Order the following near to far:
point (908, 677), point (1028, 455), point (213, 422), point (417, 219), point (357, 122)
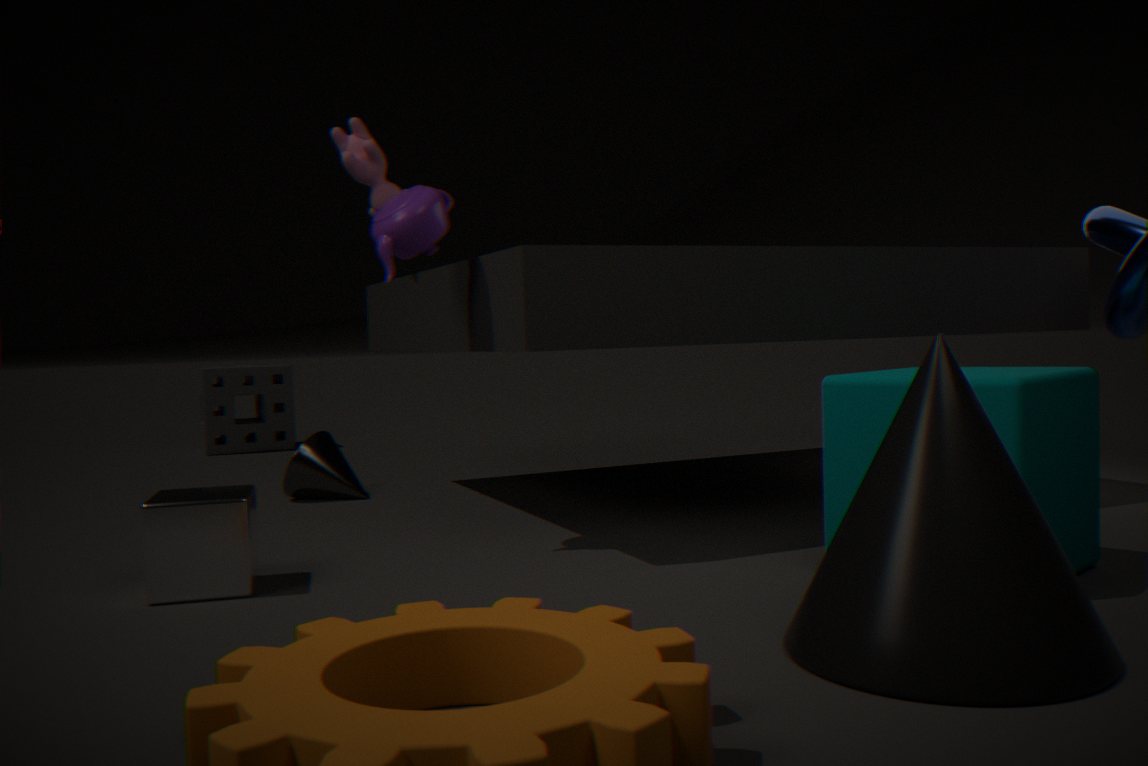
point (908, 677)
point (1028, 455)
point (417, 219)
point (357, 122)
point (213, 422)
